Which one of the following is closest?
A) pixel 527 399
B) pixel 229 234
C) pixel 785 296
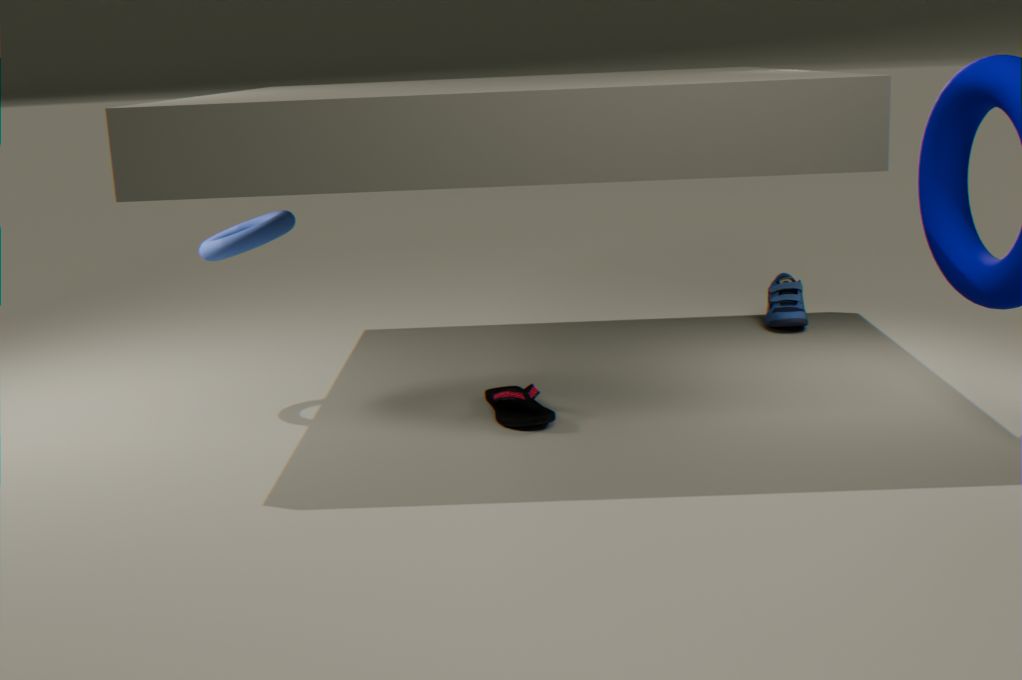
pixel 527 399
